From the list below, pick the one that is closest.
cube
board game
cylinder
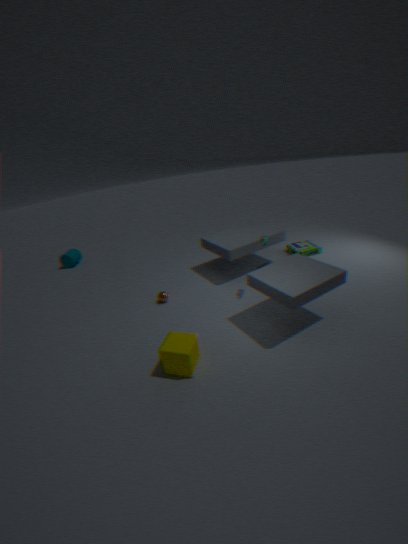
cube
